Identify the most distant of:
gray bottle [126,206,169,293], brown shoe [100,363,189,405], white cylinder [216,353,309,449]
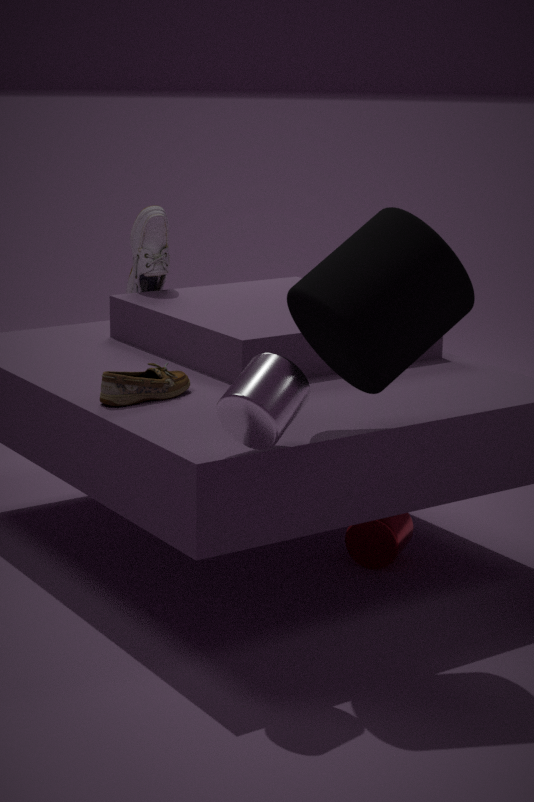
gray bottle [126,206,169,293]
